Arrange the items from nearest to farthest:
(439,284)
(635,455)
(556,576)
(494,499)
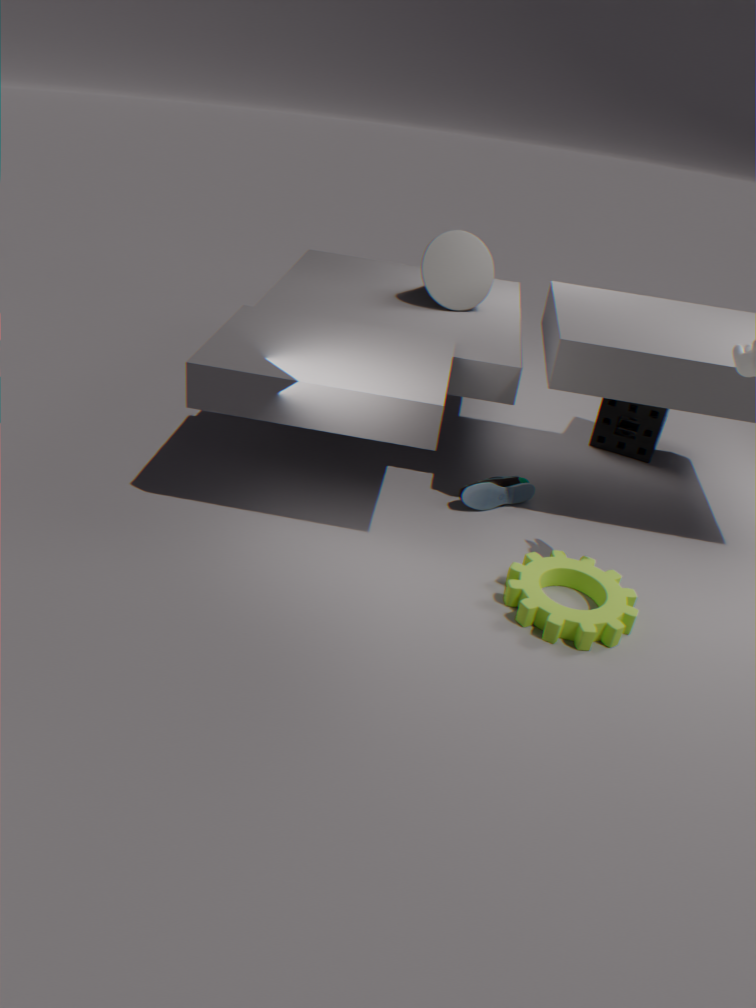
(556,576) < (494,499) < (439,284) < (635,455)
